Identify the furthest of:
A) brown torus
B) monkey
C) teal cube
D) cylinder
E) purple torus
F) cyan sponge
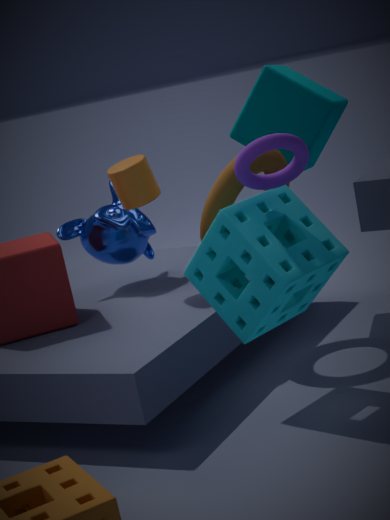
monkey
